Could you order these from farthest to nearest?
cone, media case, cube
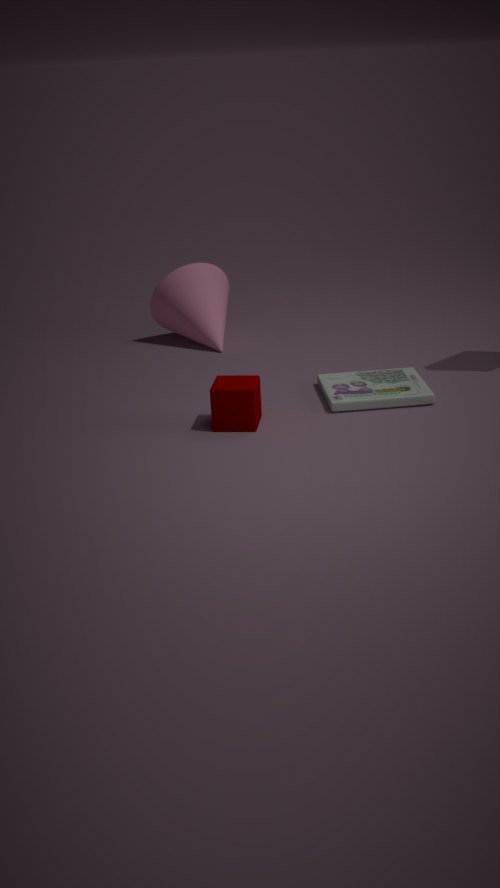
cone → media case → cube
